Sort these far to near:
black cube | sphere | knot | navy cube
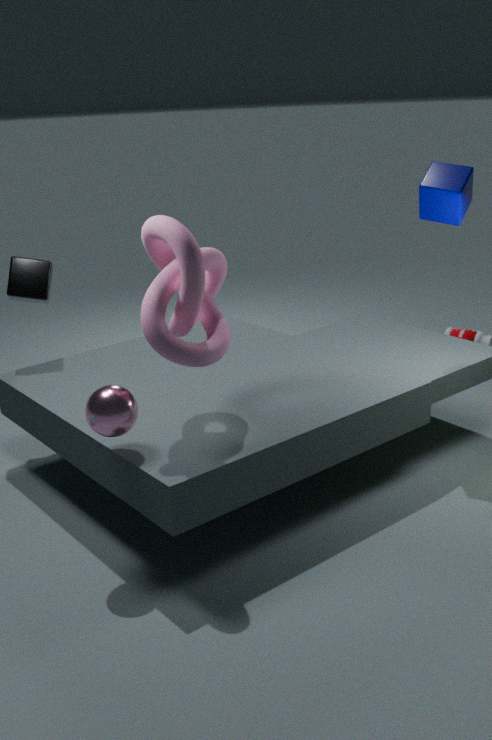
black cube, navy cube, sphere, knot
